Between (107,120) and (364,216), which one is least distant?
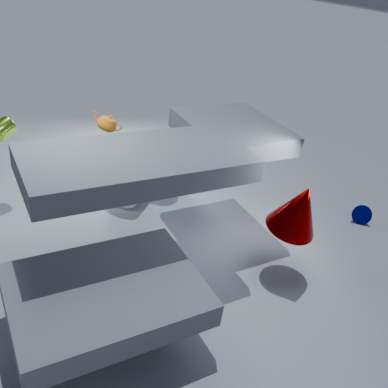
(107,120)
